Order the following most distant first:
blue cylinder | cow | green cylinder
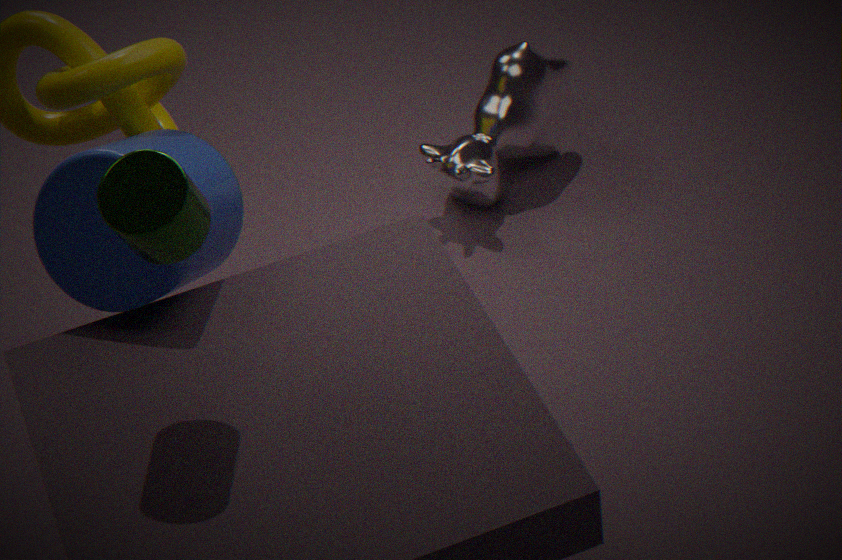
cow → blue cylinder → green cylinder
